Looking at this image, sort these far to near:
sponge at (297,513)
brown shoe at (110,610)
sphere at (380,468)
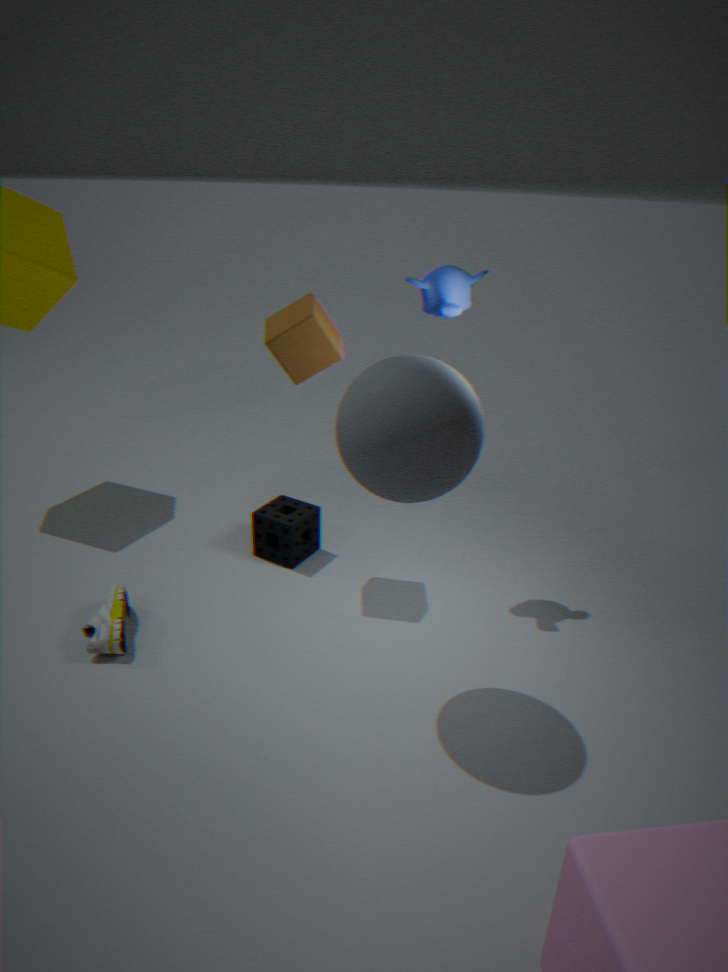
sponge at (297,513) < brown shoe at (110,610) < sphere at (380,468)
